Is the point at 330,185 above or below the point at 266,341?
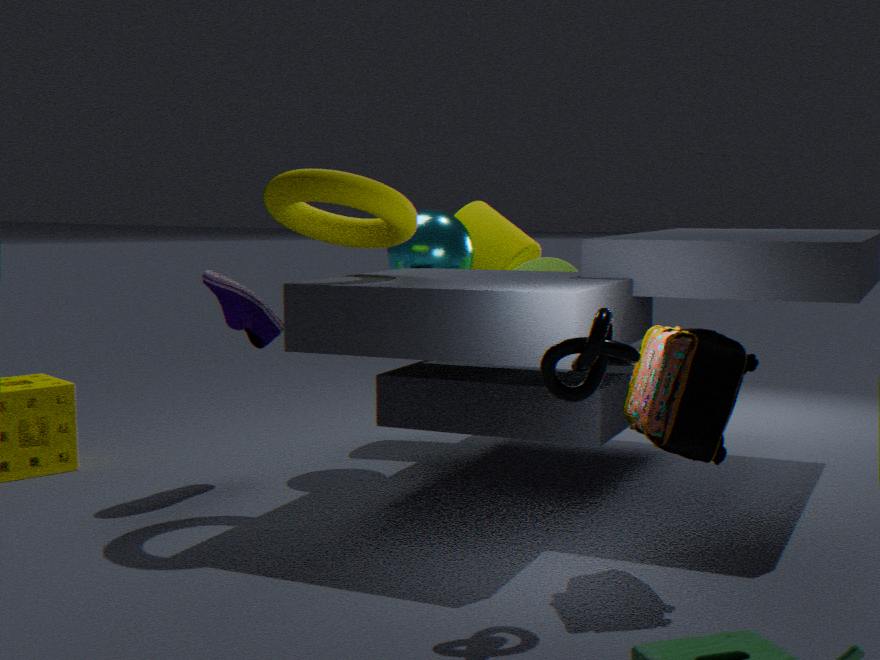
above
